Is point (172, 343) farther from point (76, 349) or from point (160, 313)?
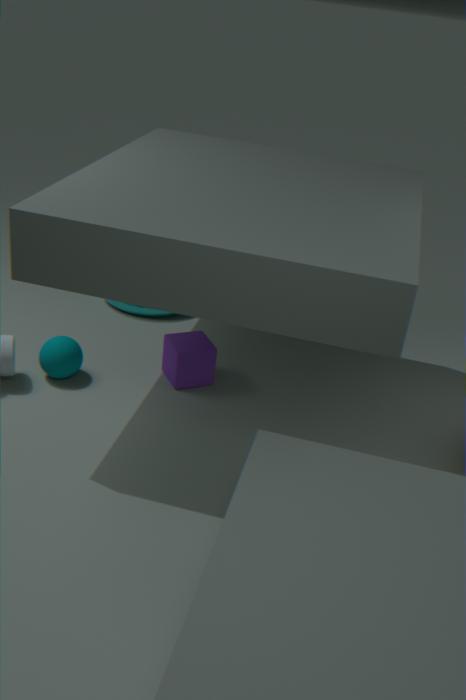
point (160, 313)
